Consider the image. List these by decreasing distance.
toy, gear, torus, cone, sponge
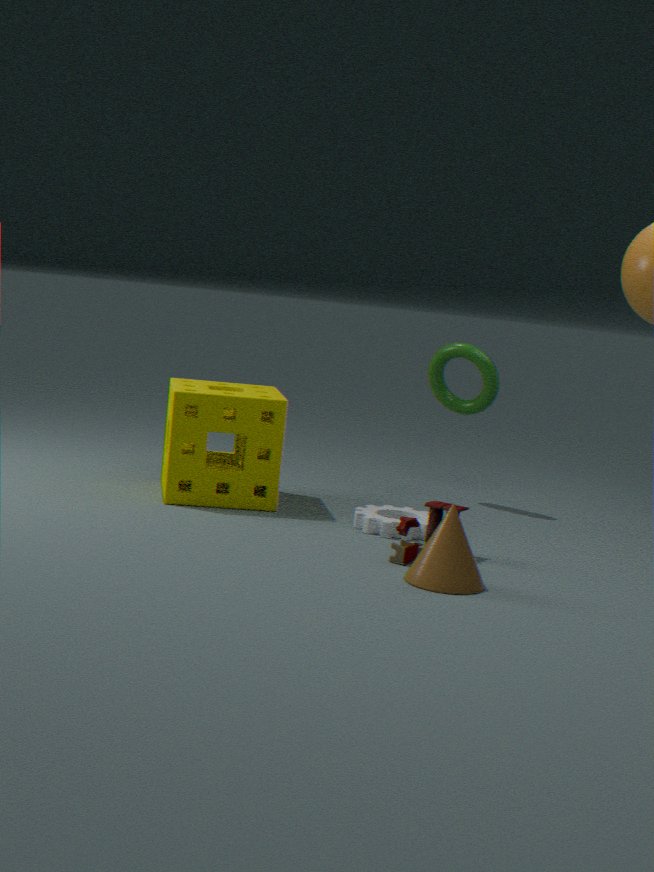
torus
sponge
gear
toy
cone
